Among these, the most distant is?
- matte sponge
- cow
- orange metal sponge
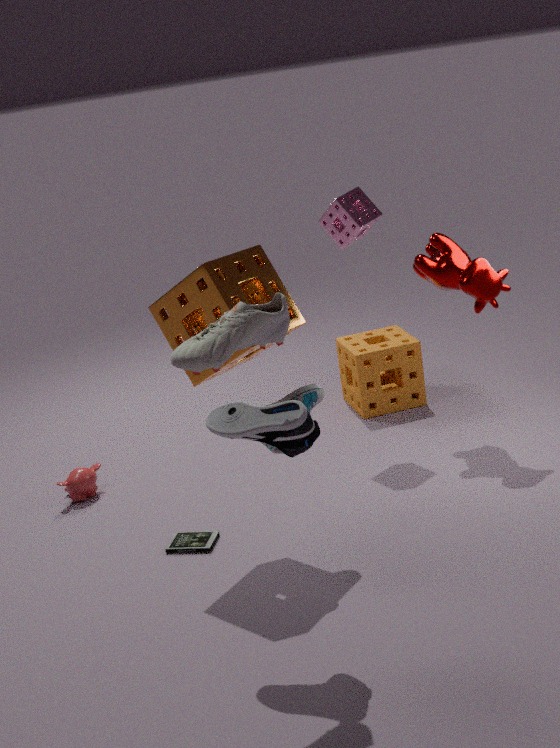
matte sponge
